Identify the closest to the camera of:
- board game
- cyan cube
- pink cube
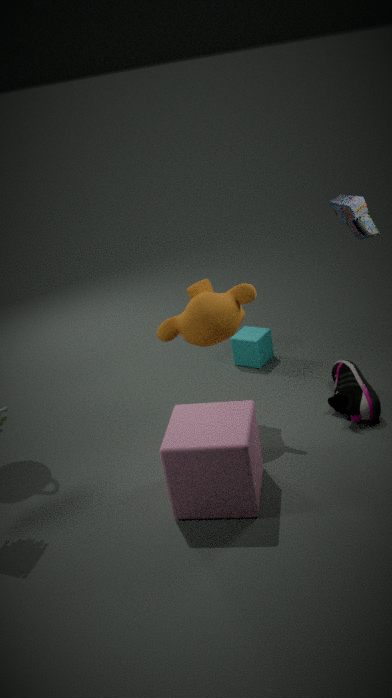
pink cube
